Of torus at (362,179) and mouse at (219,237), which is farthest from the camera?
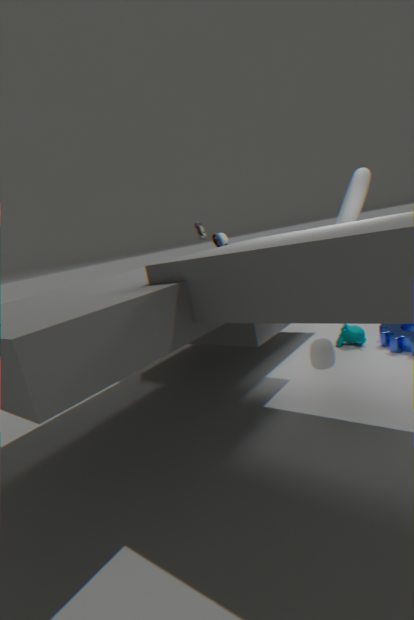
mouse at (219,237)
